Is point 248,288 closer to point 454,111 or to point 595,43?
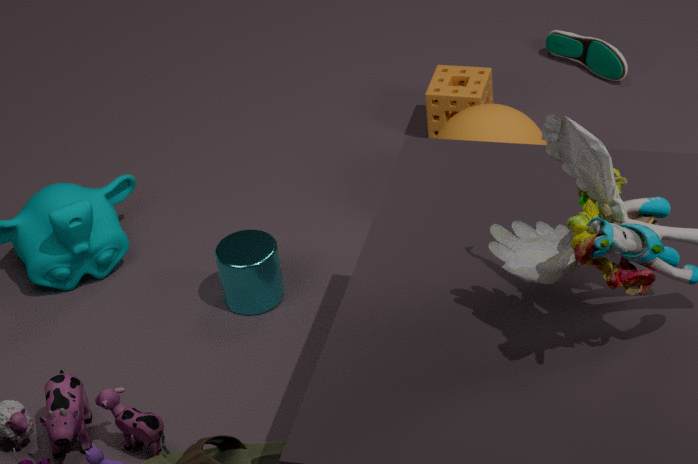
point 454,111
